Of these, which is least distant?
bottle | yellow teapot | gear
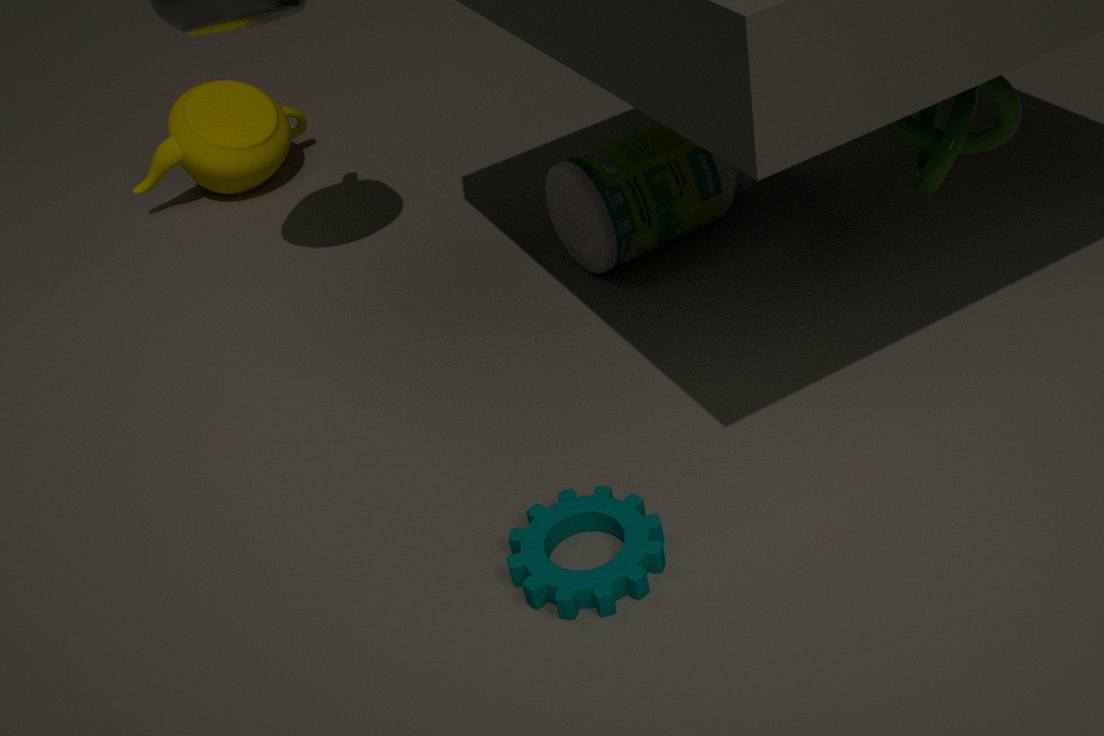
gear
